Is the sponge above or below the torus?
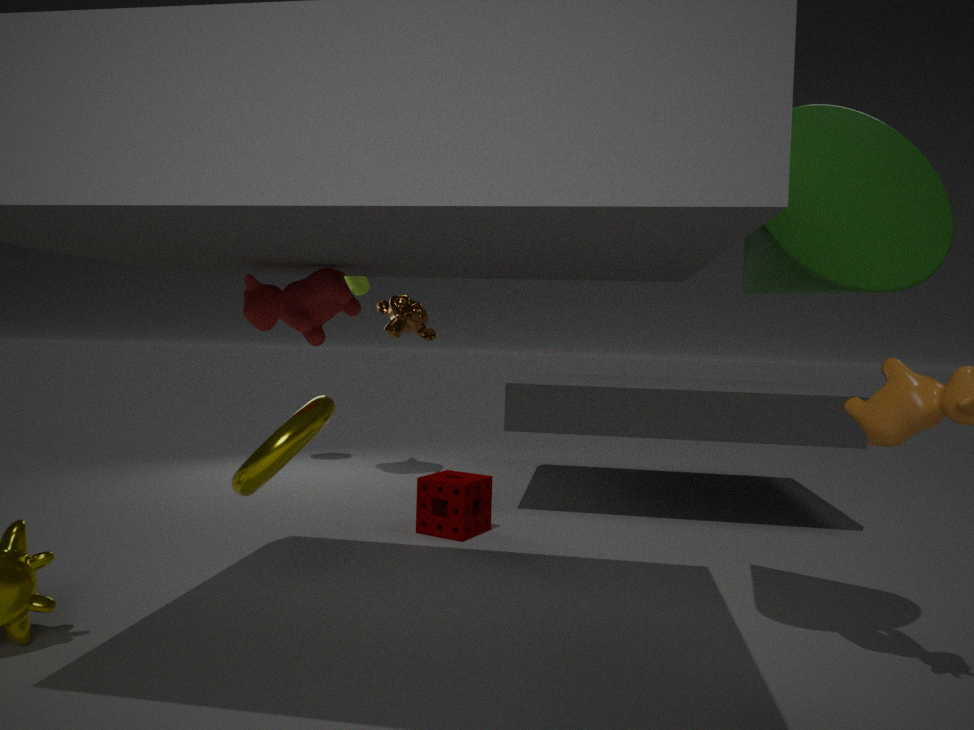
below
